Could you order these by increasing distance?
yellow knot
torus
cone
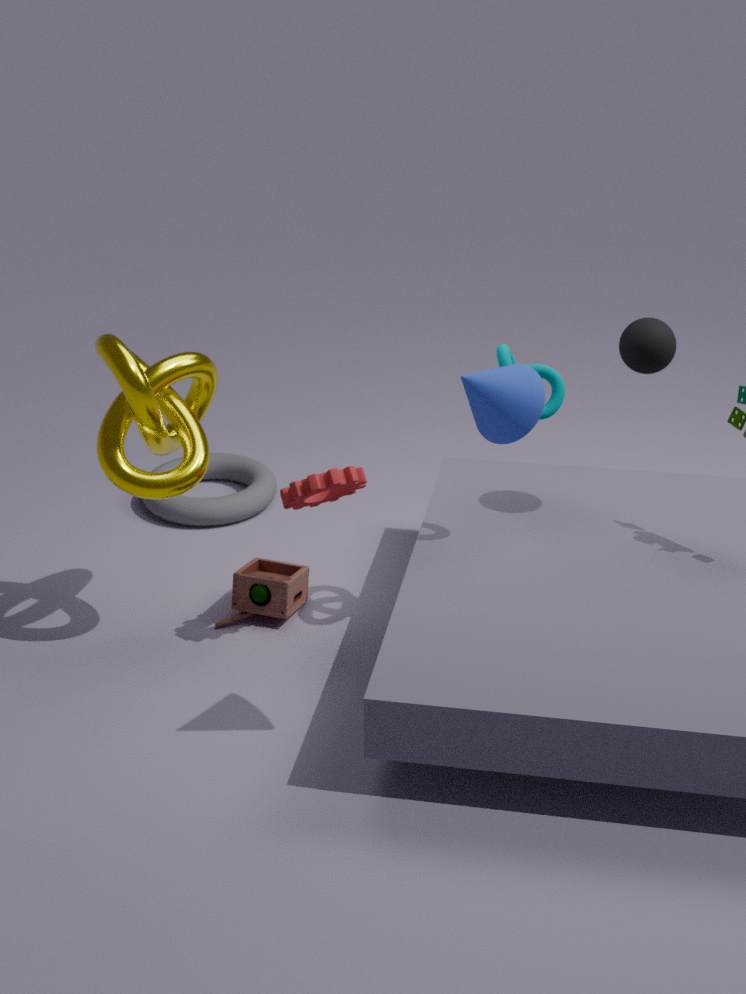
1. cone
2. yellow knot
3. torus
